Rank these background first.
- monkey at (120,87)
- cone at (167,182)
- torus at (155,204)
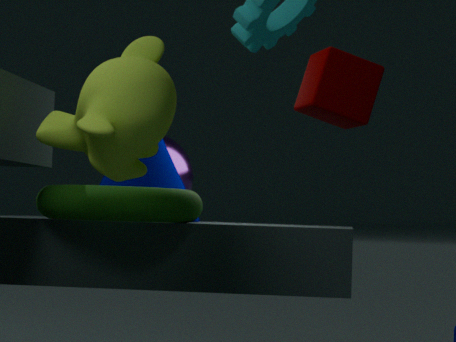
cone at (167,182) < torus at (155,204) < monkey at (120,87)
